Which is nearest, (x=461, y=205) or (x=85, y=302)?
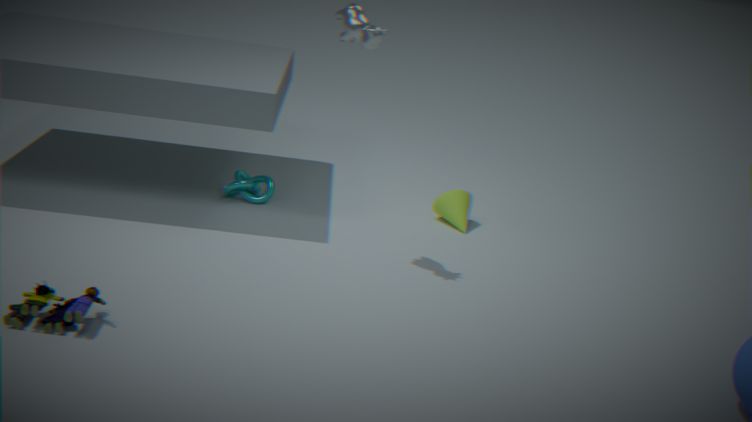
(x=85, y=302)
